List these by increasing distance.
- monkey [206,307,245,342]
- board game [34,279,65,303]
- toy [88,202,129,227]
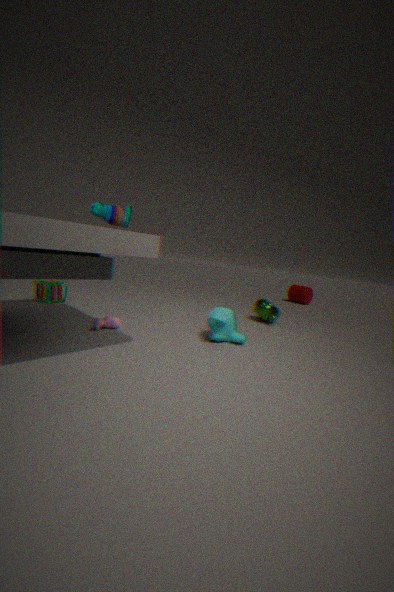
toy [88,202,129,227], monkey [206,307,245,342], board game [34,279,65,303]
